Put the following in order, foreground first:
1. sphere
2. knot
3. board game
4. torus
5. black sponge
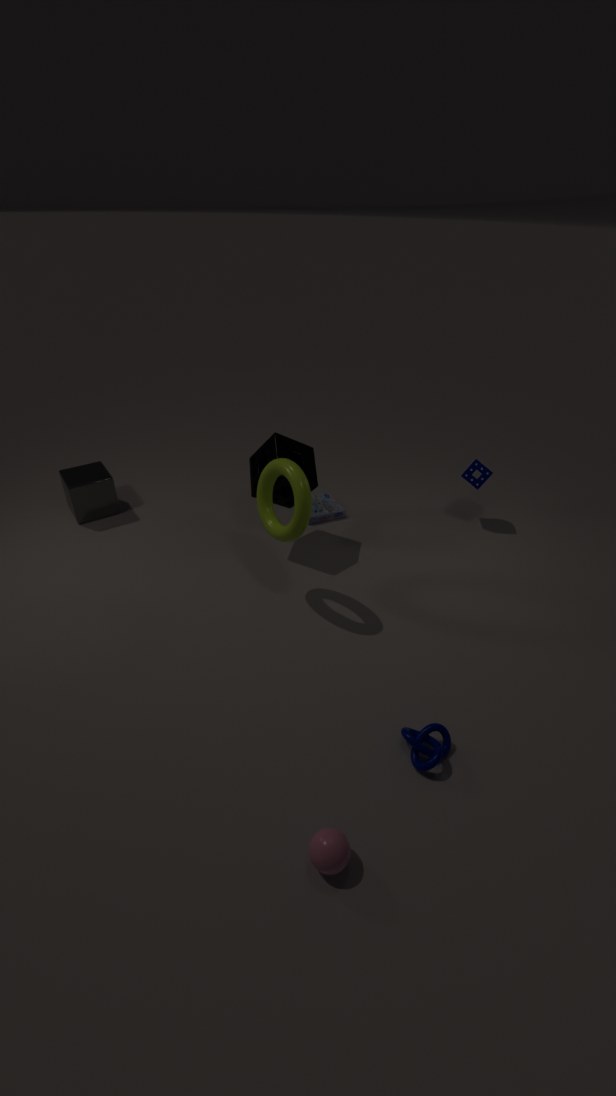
sphere, knot, torus, black sponge, board game
